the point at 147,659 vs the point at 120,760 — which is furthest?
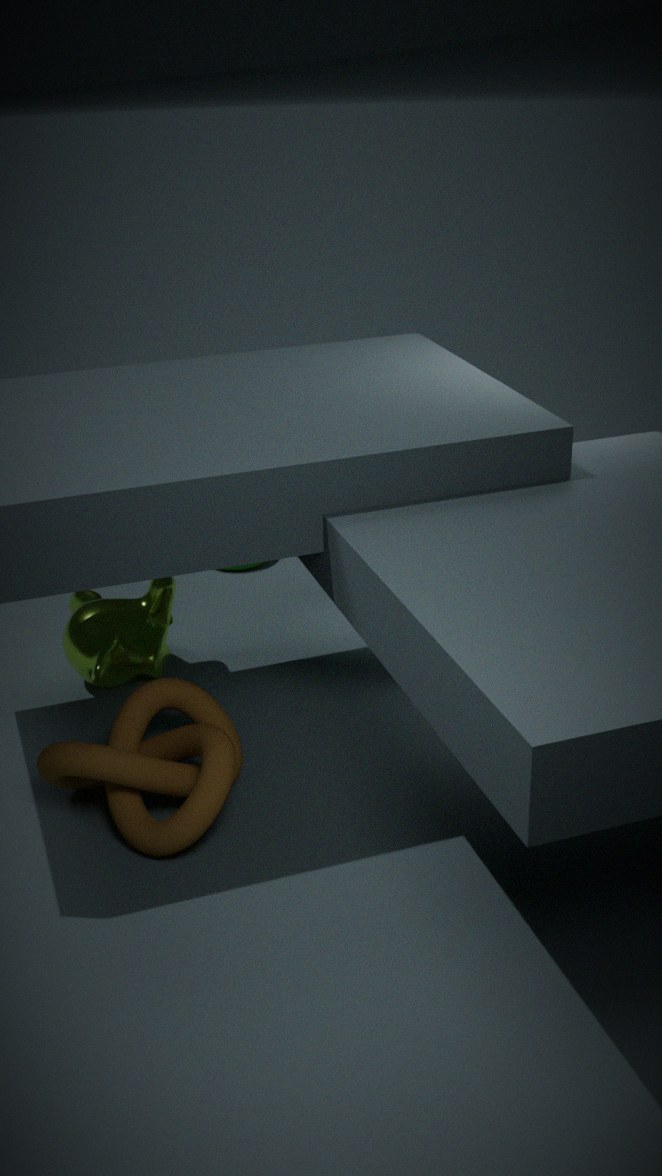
the point at 147,659
